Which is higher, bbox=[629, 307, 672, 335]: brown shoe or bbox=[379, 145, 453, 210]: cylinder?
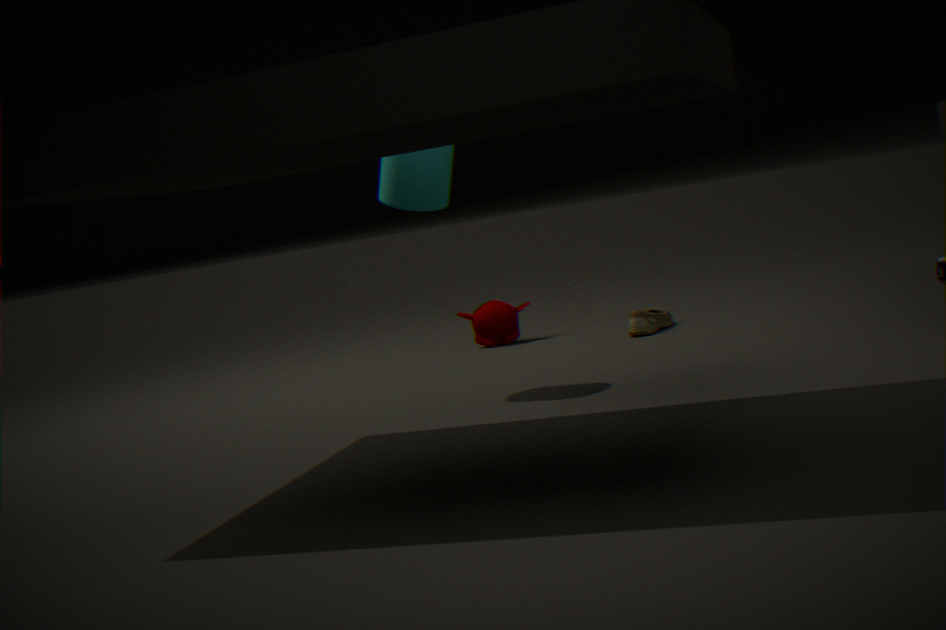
bbox=[379, 145, 453, 210]: cylinder
